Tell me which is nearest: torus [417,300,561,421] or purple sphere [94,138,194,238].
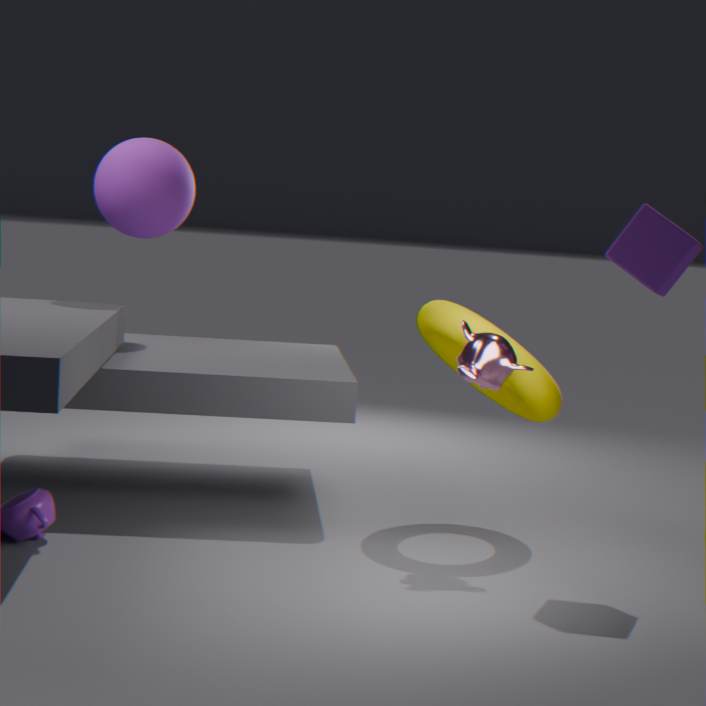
torus [417,300,561,421]
